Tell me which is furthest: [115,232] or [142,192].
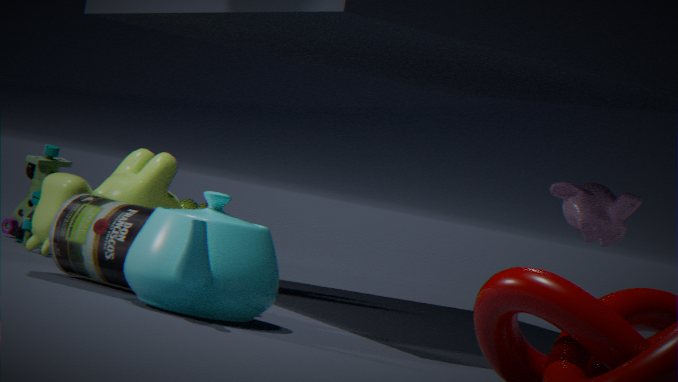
[142,192]
